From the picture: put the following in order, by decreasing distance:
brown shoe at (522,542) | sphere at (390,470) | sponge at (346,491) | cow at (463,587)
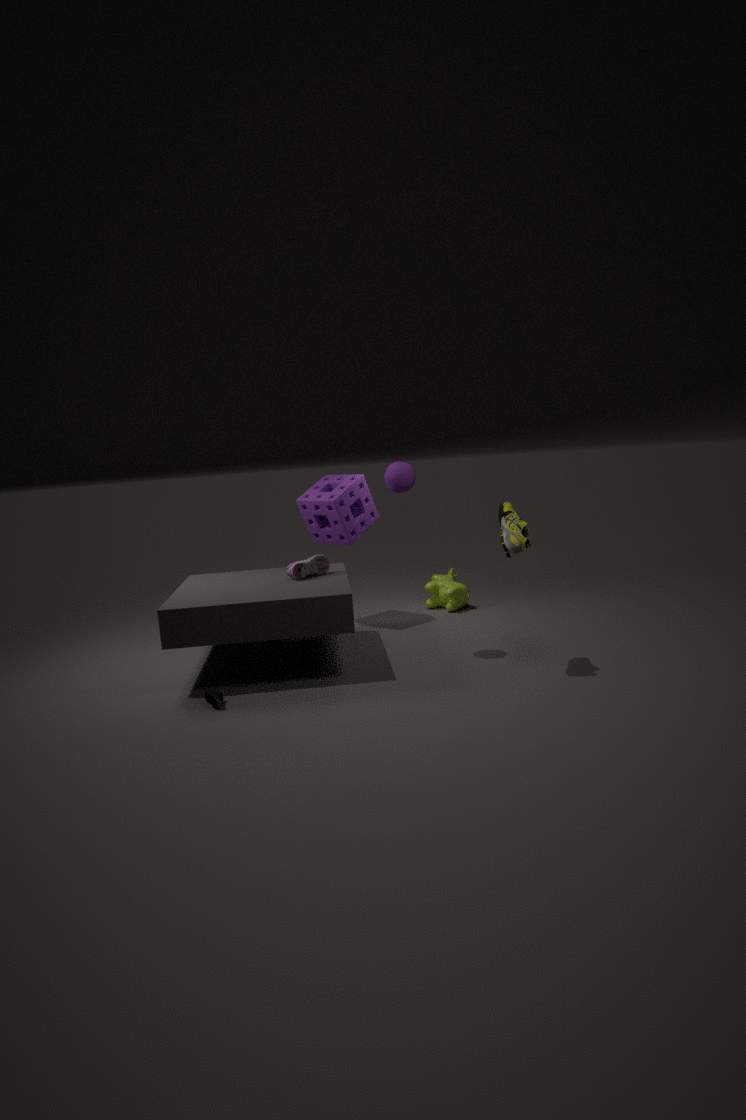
cow at (463,587) → sponge at (346,491) → sphere at (390,470) → brown shoe at (522,542)
